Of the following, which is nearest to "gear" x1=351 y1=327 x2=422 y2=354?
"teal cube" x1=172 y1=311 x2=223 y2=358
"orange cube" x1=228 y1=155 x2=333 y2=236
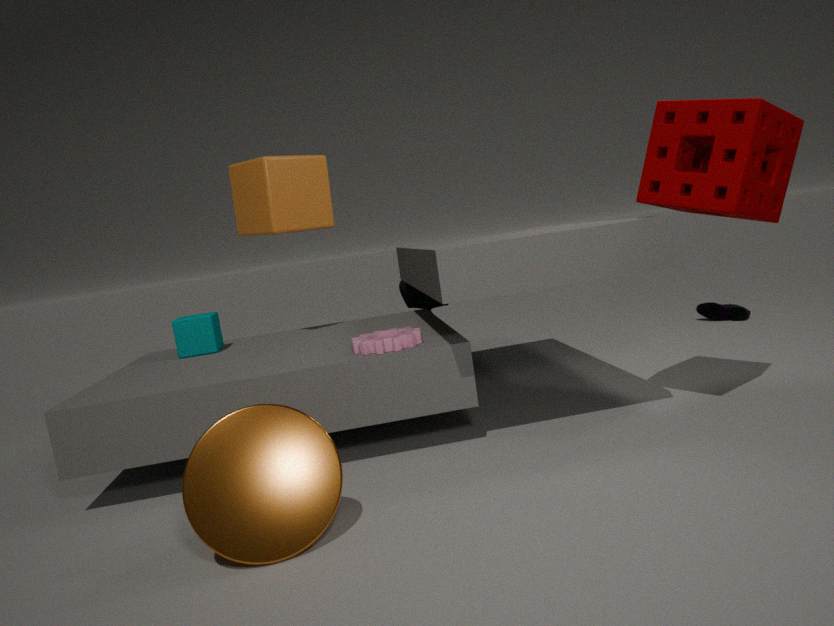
"orange cube" x1=228 y1=155 x2=333 y2=236
